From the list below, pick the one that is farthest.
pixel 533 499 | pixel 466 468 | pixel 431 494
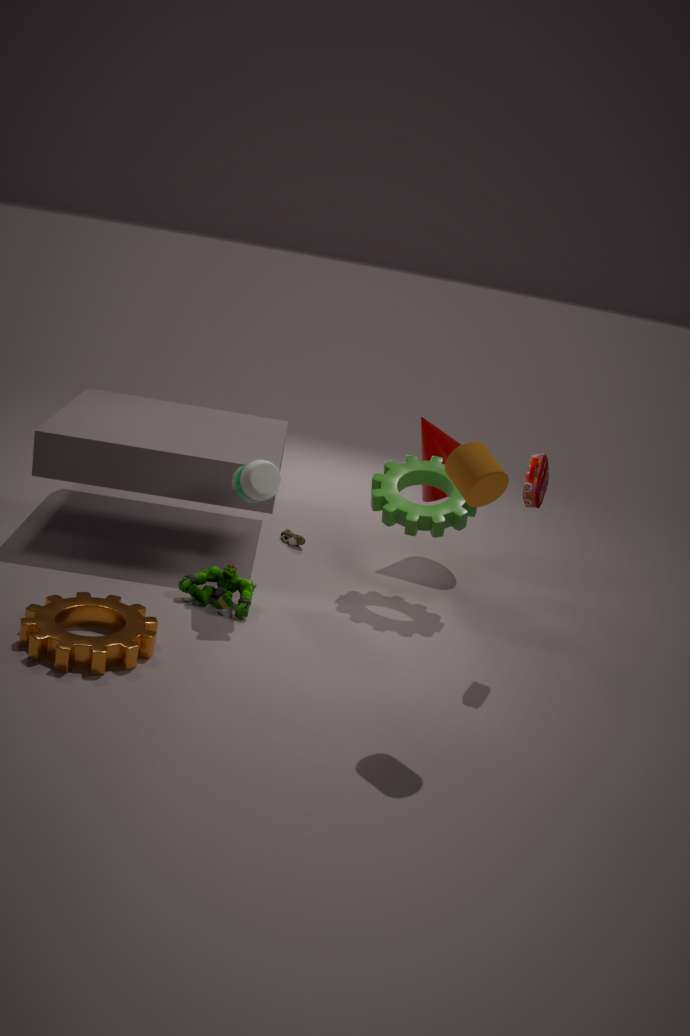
pixel 431 494
